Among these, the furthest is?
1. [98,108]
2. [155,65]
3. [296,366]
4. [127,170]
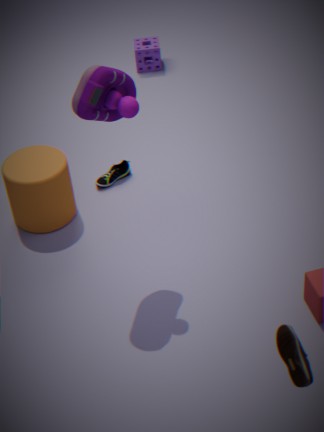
[155,65]
